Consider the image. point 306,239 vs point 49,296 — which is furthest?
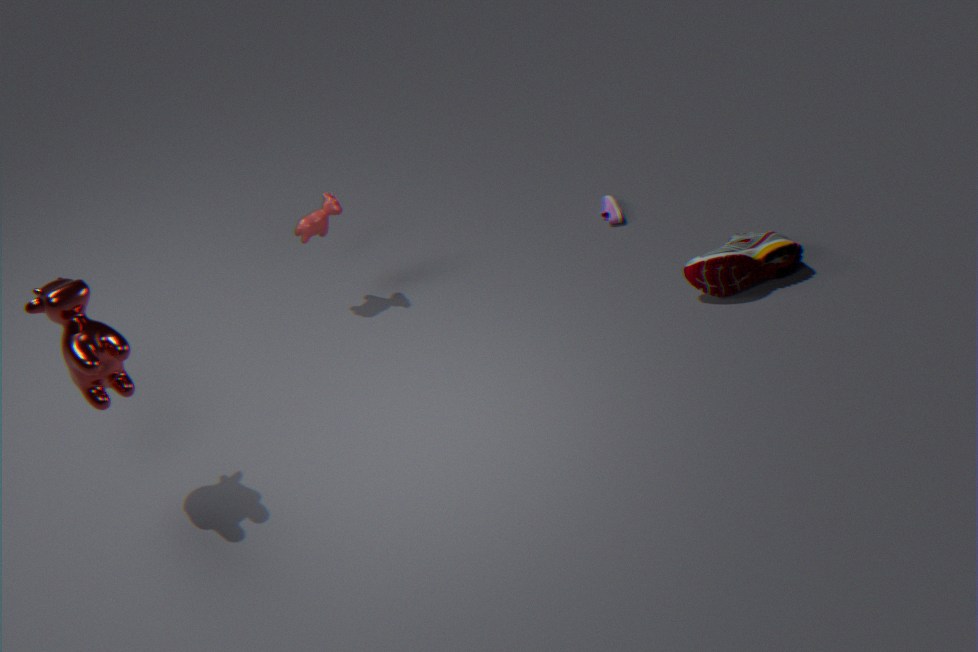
point 306,239
